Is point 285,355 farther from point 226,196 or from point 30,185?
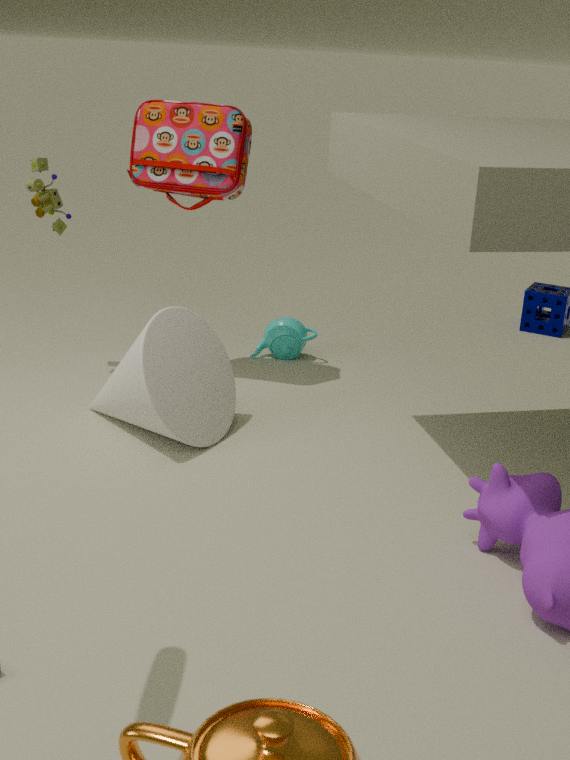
point 30,185
